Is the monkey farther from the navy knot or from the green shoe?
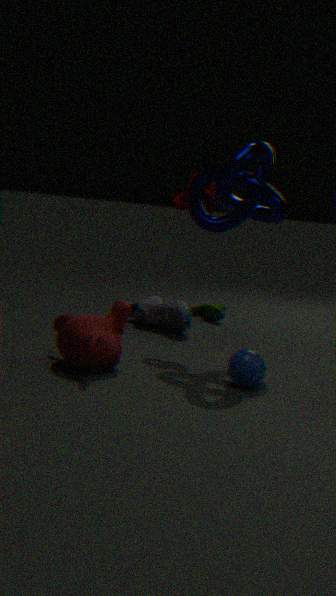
the green shoe
